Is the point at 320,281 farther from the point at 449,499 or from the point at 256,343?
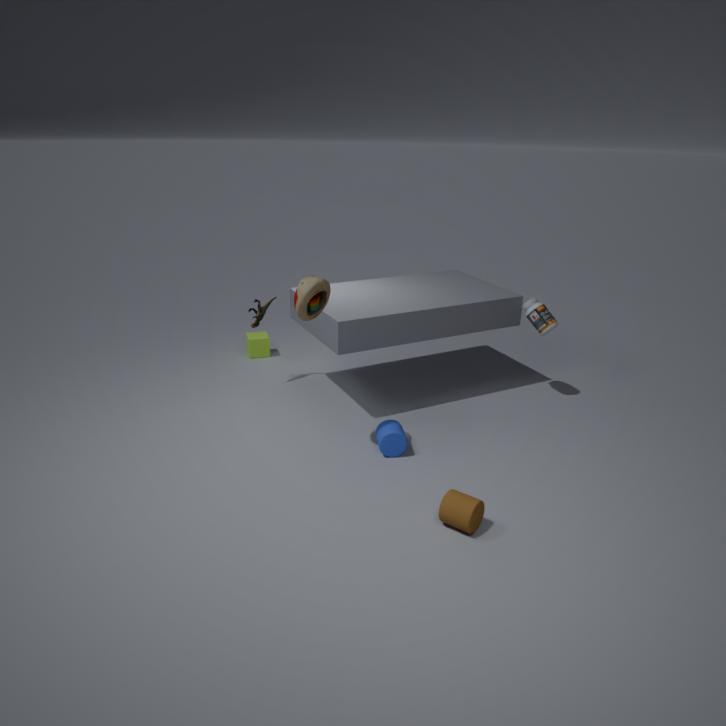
the point at 256,343
